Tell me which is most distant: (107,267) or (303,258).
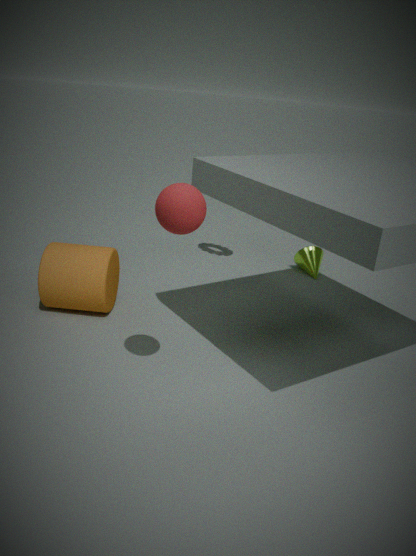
(303,258)
